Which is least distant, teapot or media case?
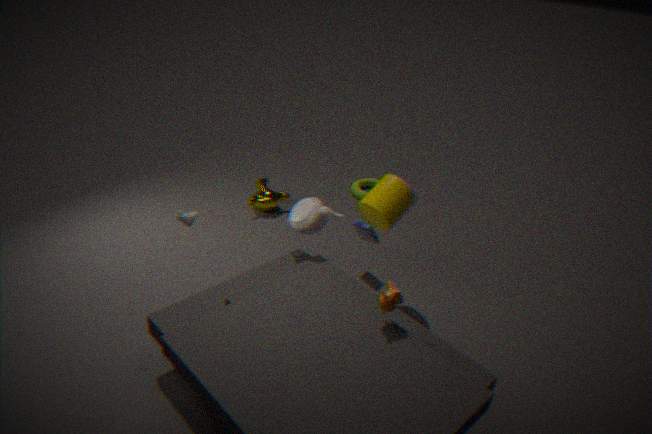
teapot
